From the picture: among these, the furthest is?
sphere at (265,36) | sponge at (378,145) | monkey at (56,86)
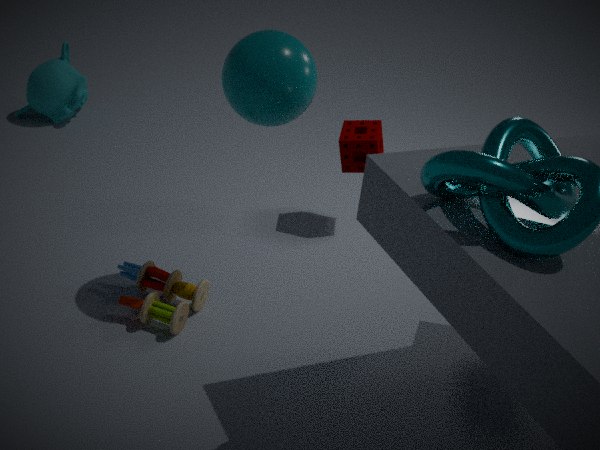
monkey at (56,86)
